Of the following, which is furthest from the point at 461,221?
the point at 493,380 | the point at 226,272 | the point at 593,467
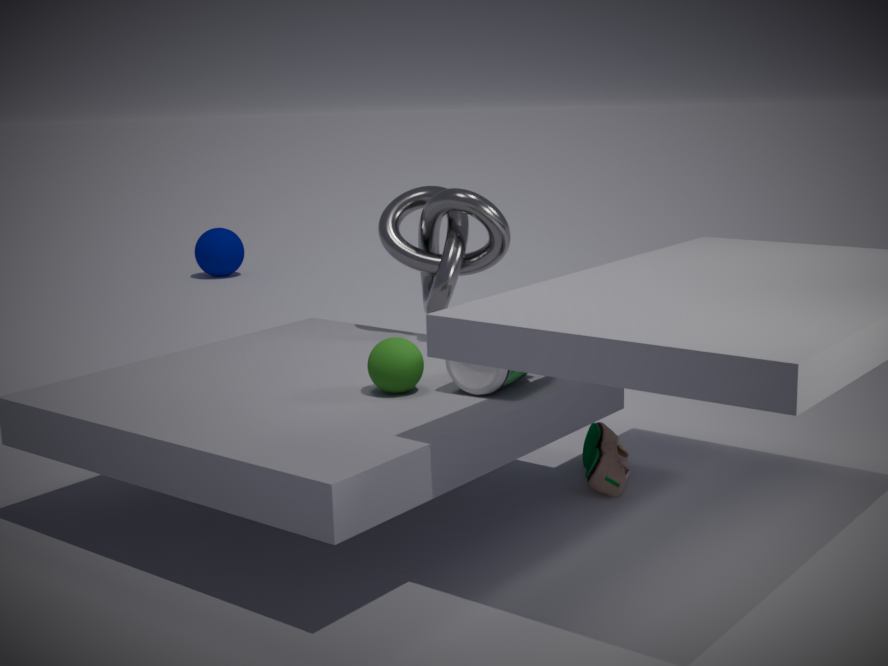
the point at 226,272
